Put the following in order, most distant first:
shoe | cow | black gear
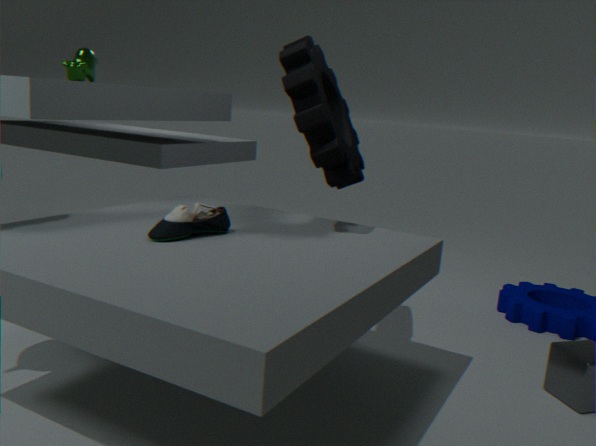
cow → black gear → shoe
